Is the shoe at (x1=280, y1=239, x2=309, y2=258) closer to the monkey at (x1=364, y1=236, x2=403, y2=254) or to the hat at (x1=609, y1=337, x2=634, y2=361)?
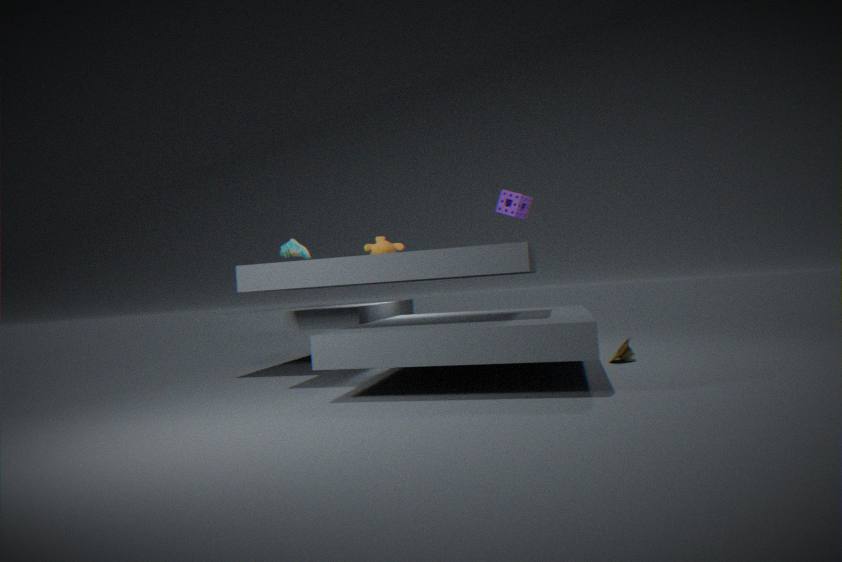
the monkey at (x1=364, y1=236, x2=403, y2=254)
